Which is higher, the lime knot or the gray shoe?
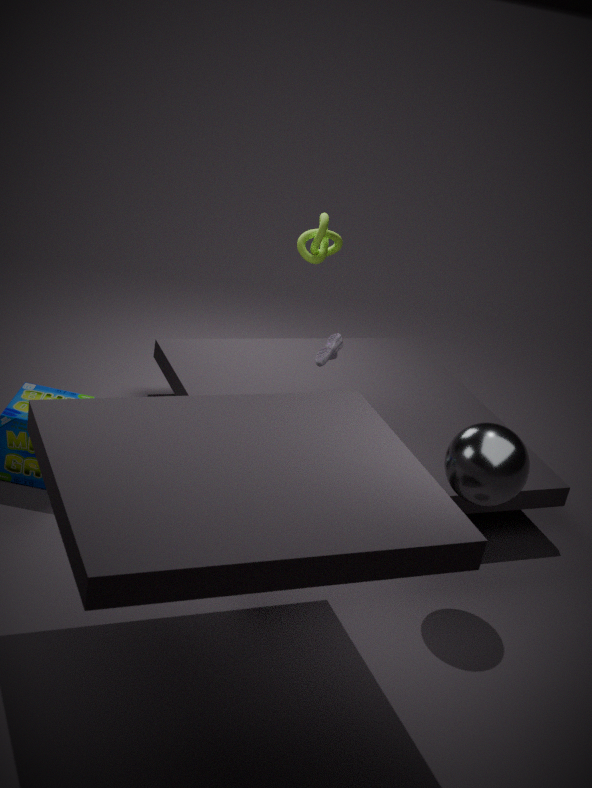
the lime knot
